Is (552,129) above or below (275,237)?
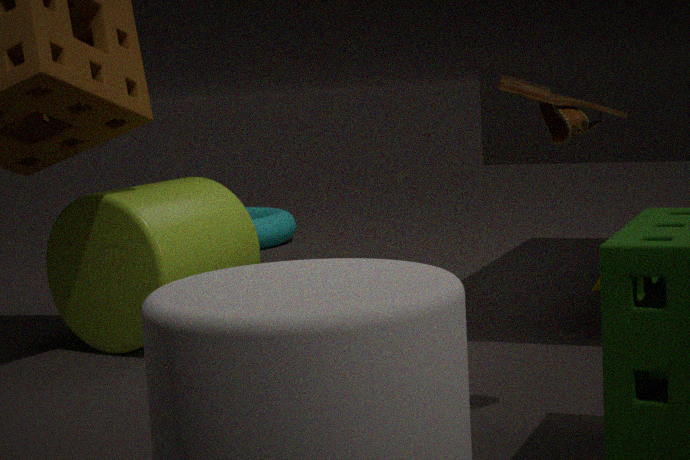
above
